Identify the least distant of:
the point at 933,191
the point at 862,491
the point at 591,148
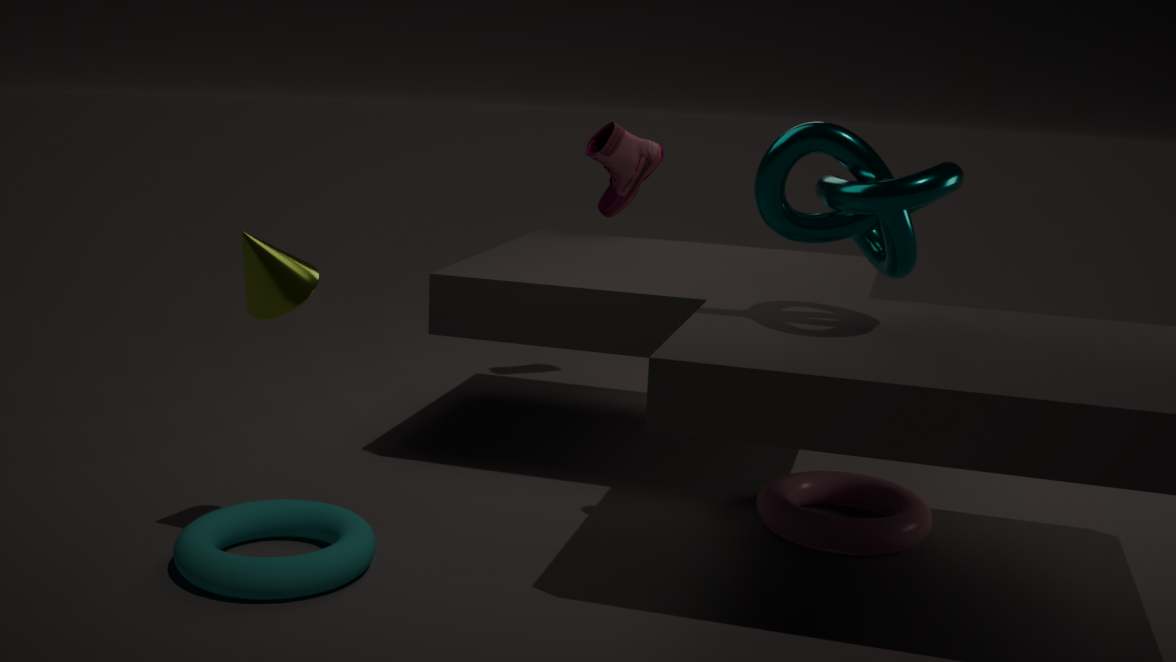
the point at 933,191
